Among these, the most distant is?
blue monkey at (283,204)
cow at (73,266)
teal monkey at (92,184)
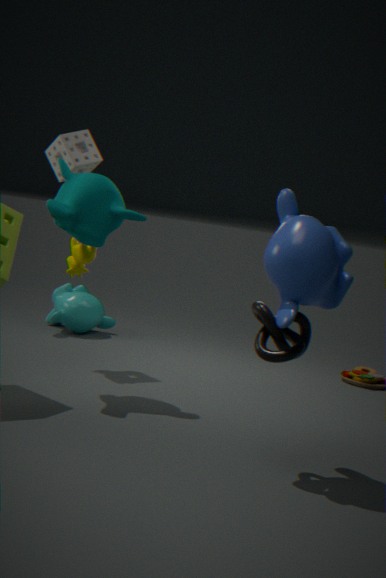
cow at (73,266)
